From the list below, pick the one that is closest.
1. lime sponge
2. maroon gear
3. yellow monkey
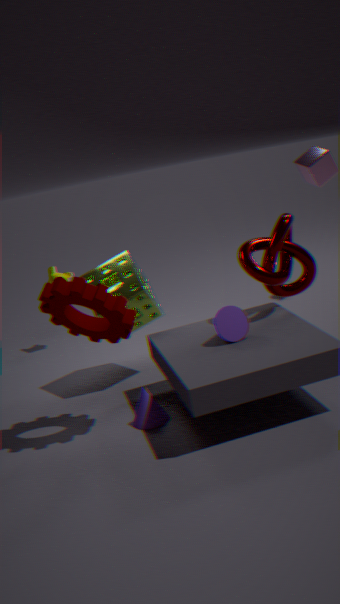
maroon gear
